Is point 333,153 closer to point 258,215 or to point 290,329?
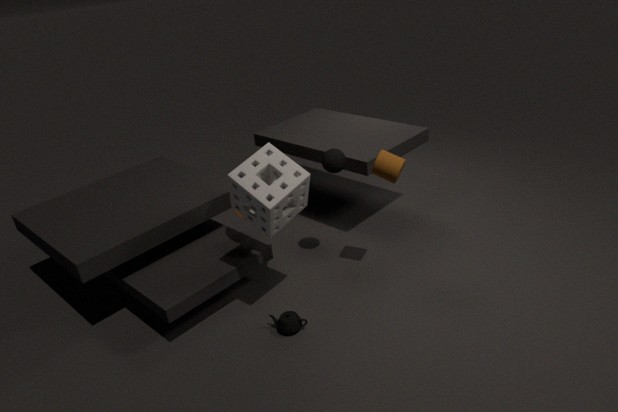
point 258,215
